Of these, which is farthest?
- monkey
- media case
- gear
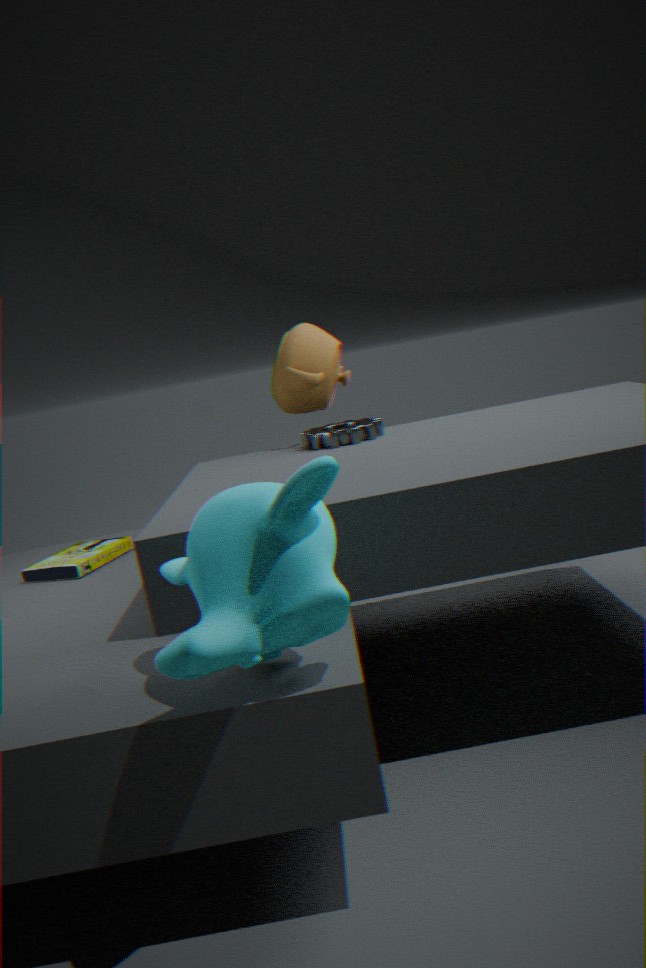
gear
